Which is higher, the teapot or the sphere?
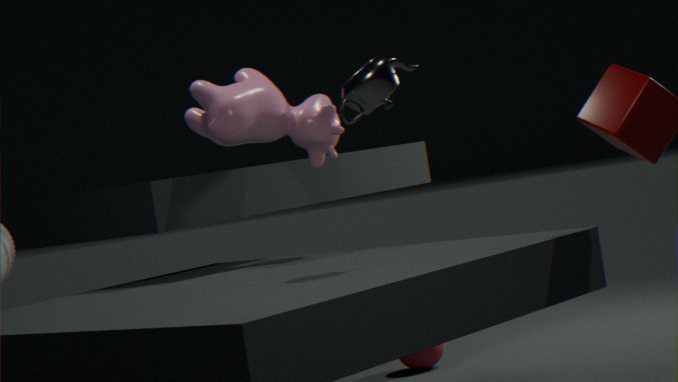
the teapot
